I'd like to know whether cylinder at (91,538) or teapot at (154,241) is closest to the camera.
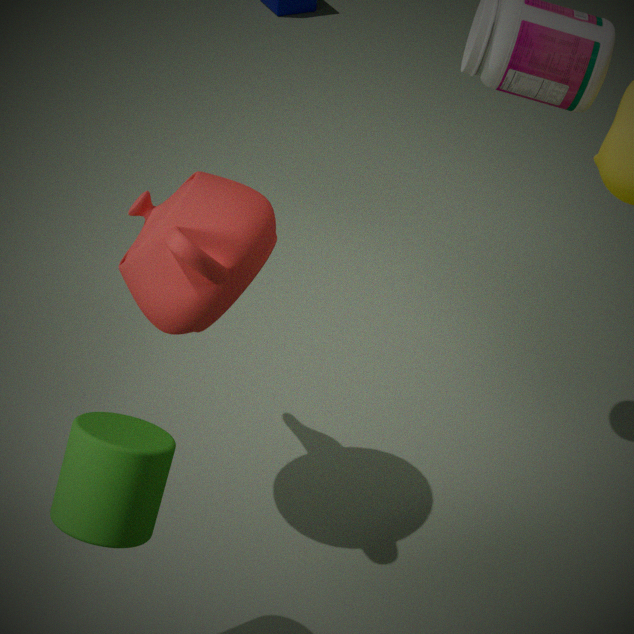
cylinder at (91,538)
